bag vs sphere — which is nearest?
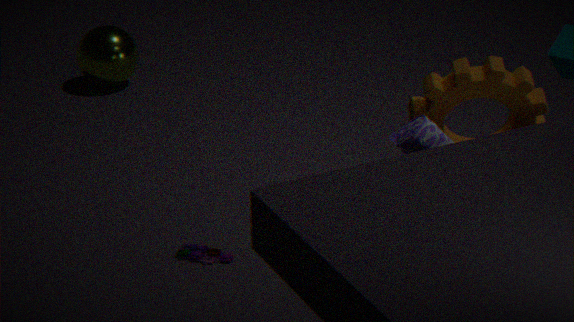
bag
